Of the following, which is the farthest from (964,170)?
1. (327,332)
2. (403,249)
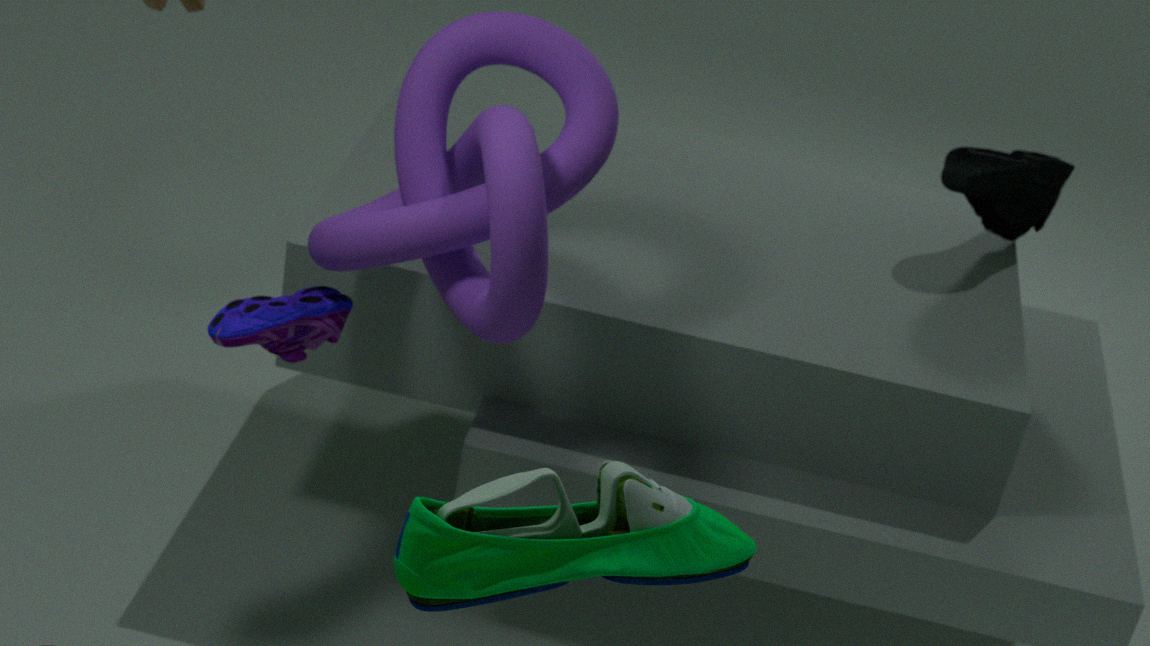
(327,332)
